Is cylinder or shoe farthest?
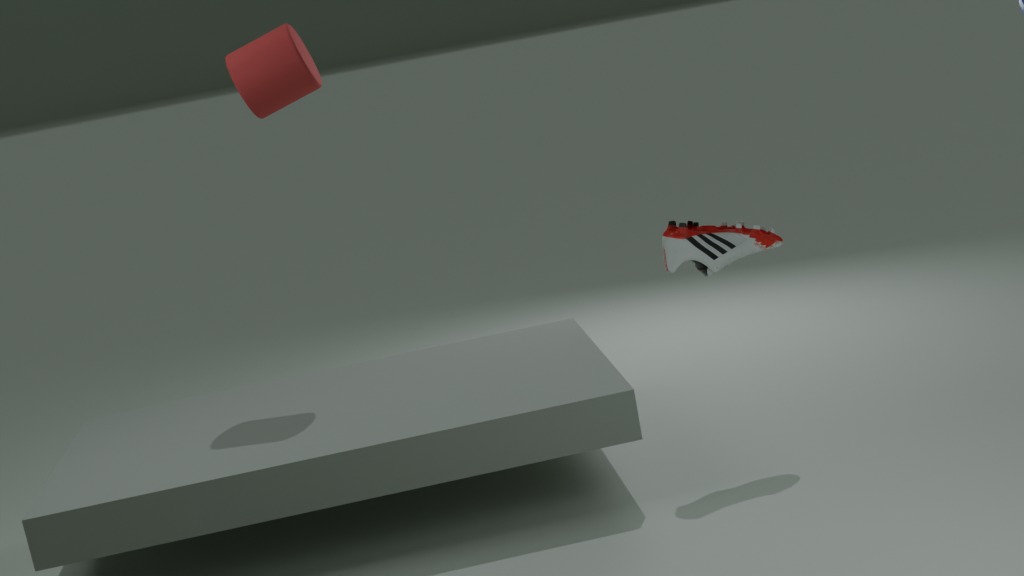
cylinder
